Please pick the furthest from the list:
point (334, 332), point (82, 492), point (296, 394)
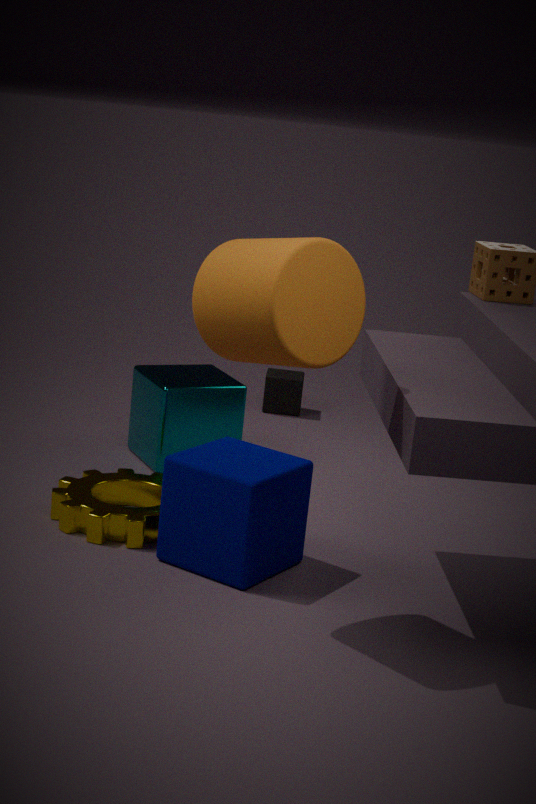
point (296, 394)
